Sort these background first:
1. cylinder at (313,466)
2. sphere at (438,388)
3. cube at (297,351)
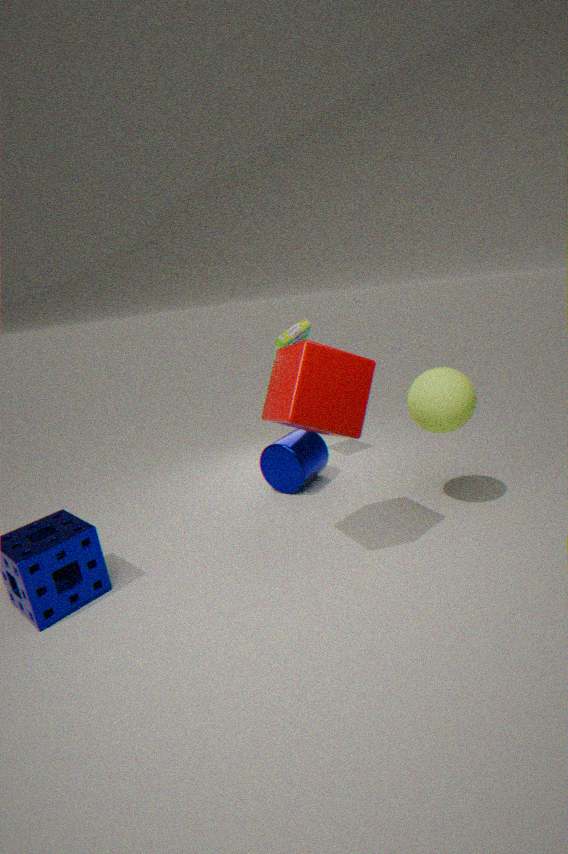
cylinder at (313,466)
sphere at (438,388)
cube at (297,351)
